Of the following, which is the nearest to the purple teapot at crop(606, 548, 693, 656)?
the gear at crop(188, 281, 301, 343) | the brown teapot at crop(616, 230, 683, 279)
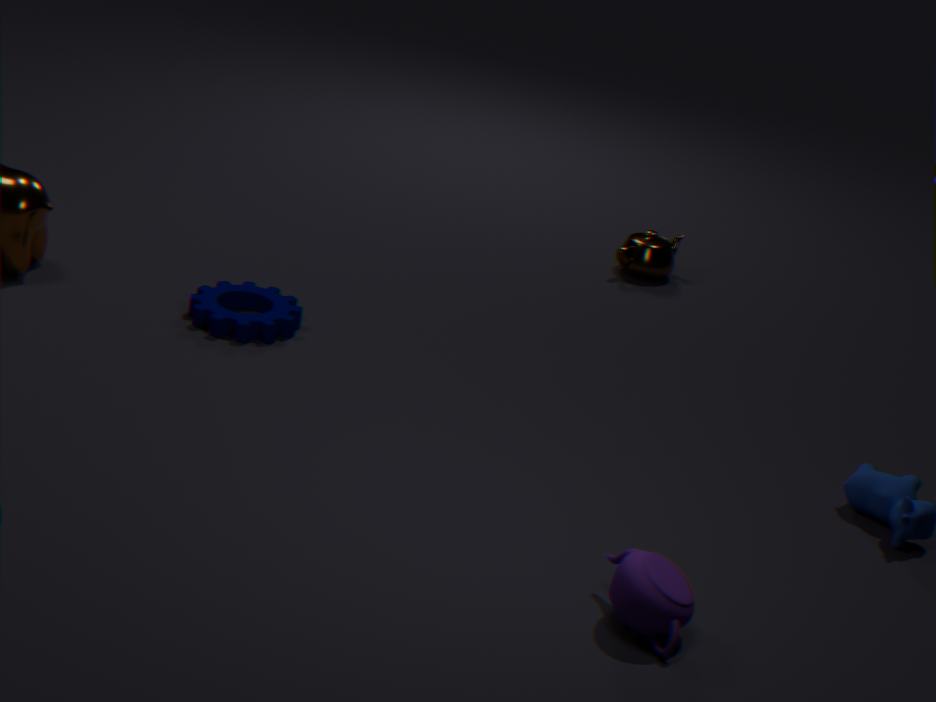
the gear at crop(188, 281, 301, 343)
